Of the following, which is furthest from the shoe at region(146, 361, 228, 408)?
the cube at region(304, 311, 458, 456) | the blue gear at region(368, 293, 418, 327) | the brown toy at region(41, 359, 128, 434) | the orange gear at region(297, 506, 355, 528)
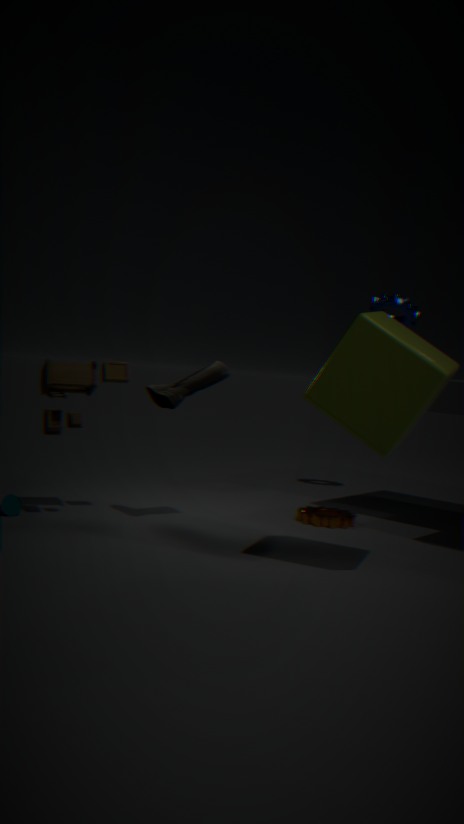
the blue gear at region(368, 293, 418, 327)
